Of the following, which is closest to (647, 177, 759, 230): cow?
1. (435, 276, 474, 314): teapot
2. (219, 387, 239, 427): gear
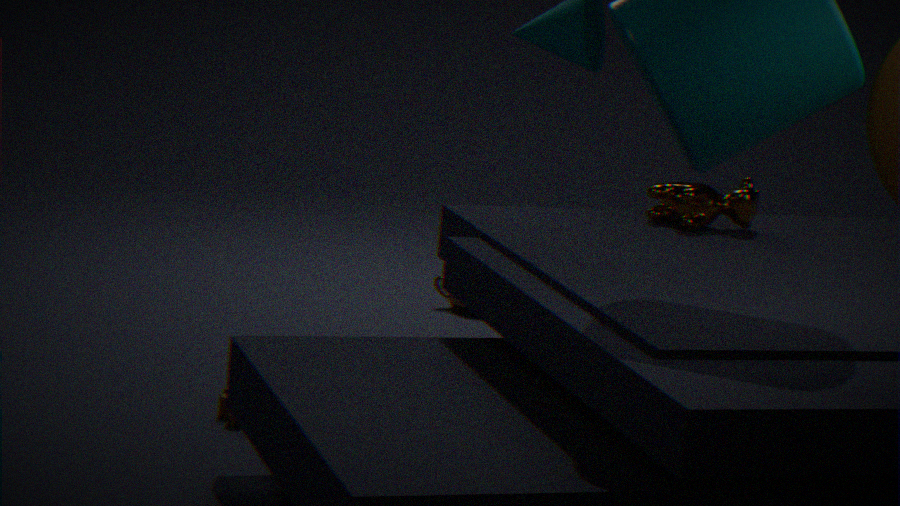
(219, 387, 239, 427): gear
